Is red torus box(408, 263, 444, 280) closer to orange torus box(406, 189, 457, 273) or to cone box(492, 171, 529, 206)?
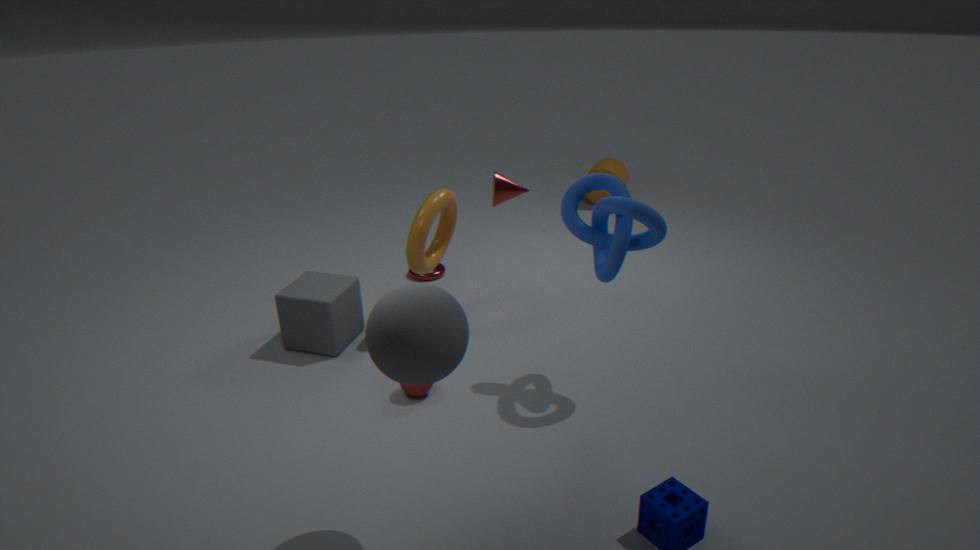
orange torus box(406, 189, 457, 273)
